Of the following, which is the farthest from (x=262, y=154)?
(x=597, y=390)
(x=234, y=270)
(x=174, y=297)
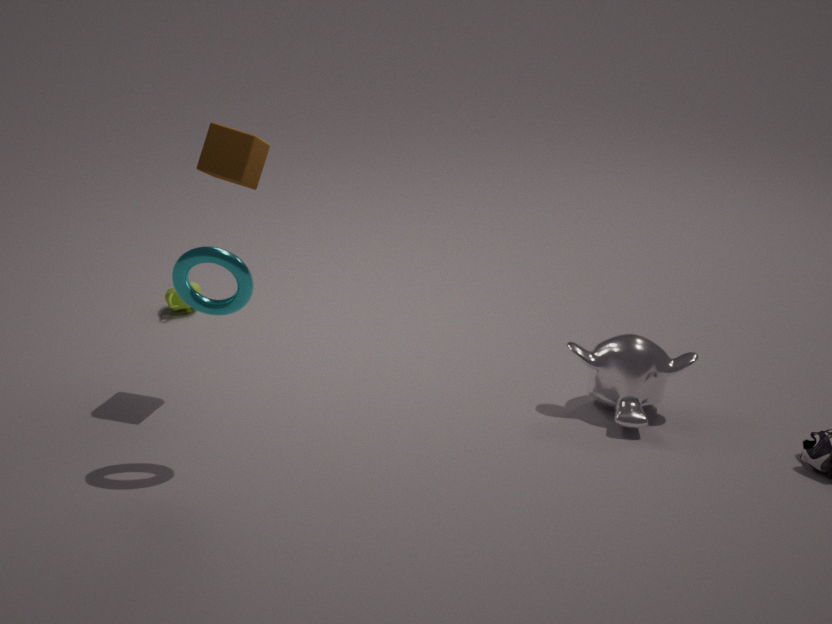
(x=597, y=390)
